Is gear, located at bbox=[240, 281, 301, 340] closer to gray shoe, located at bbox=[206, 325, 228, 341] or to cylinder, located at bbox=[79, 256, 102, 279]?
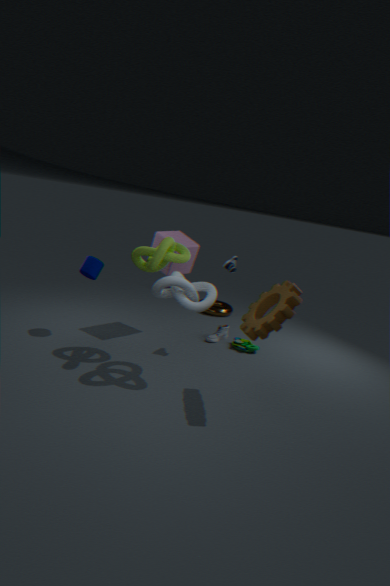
gray shoe, located at bbox=[206, 325, 228, 341]
